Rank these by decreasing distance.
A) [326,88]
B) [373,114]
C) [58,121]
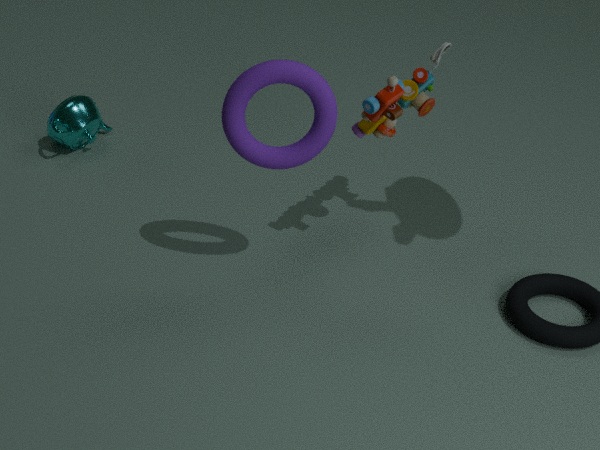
[58,121]
[373,114]
[326,88]
